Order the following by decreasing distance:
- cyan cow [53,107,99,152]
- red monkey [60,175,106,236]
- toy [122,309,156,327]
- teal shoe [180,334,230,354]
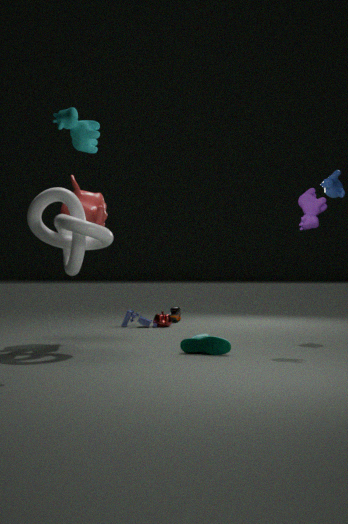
1. toy [122,309,156,327]
2. red monkey [60,175,106,236]
3. teal shoe [180,334,230,354]
4. cyan cow [53,107,99,152]
